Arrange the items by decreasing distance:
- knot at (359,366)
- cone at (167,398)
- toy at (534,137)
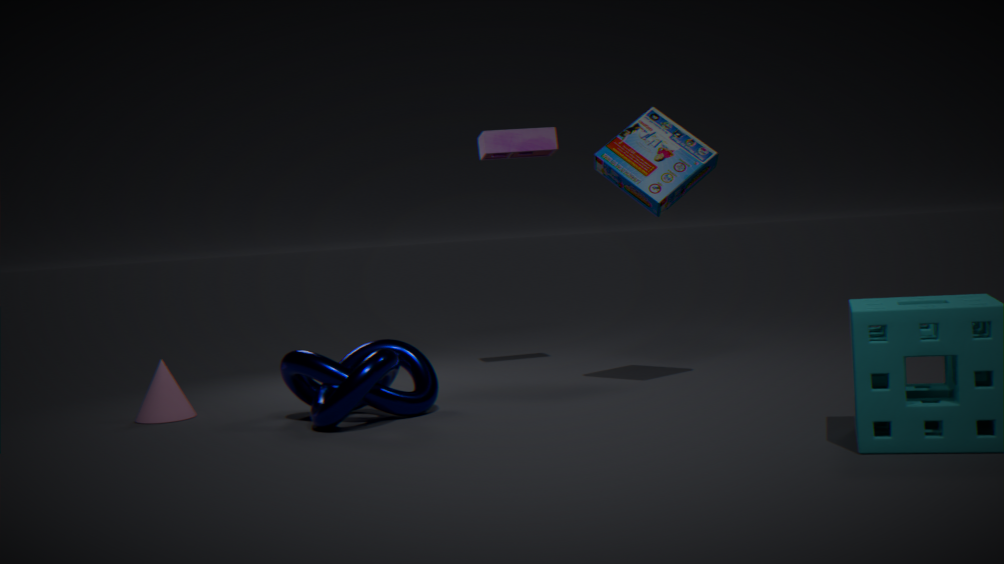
toy at (534,137), cone at (167,398), knot at (359,366)
